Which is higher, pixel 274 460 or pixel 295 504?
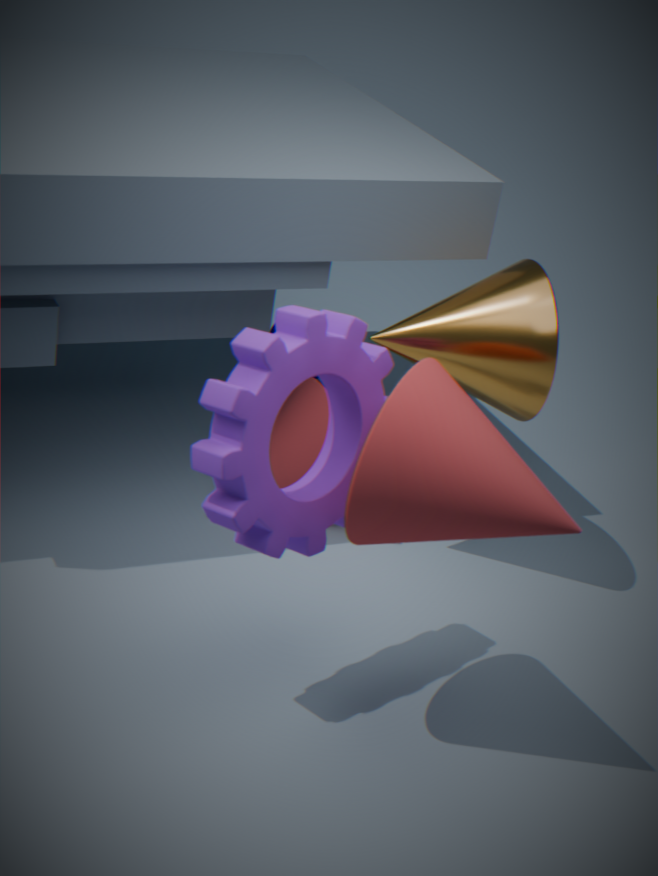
pixel 295 504
